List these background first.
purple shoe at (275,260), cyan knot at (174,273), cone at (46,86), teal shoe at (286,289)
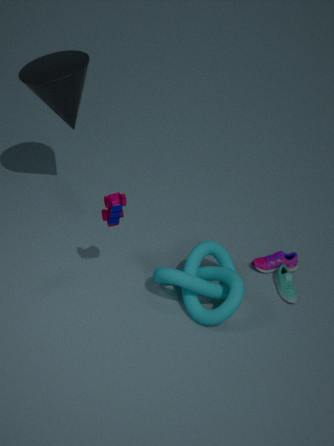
1. purple shoe at (275,260)
2. teal shoe at (286,289)
3. cone at (46,86)
4. cyan knot at (174,273)
